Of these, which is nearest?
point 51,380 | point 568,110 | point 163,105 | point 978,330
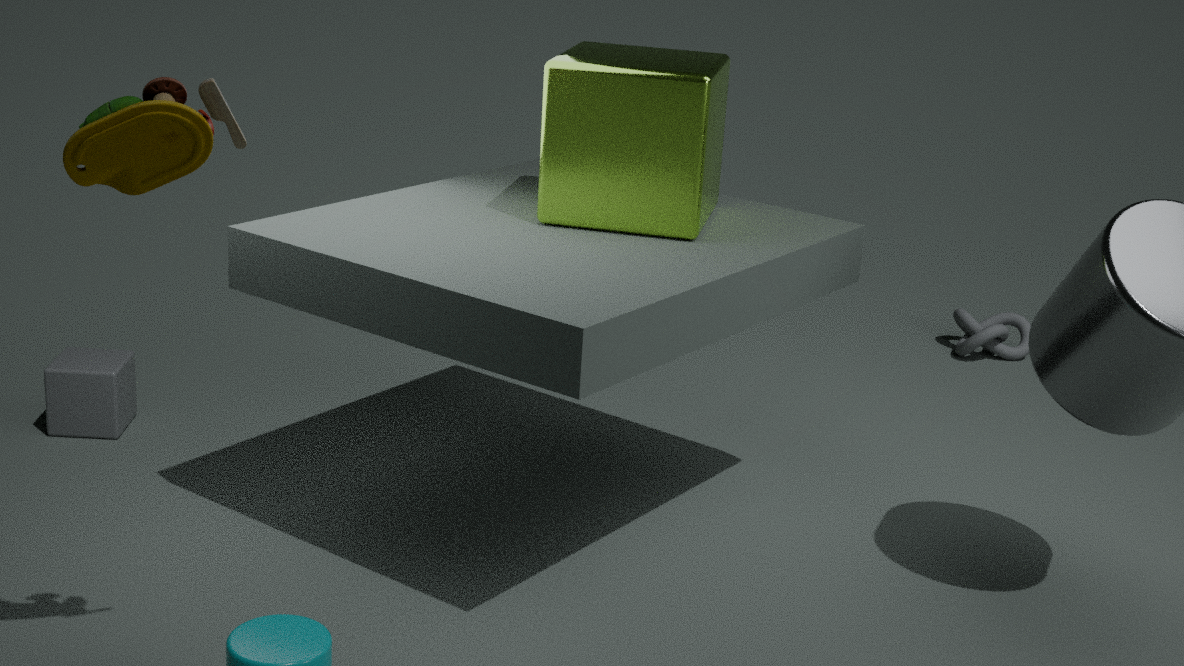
point 163,105
